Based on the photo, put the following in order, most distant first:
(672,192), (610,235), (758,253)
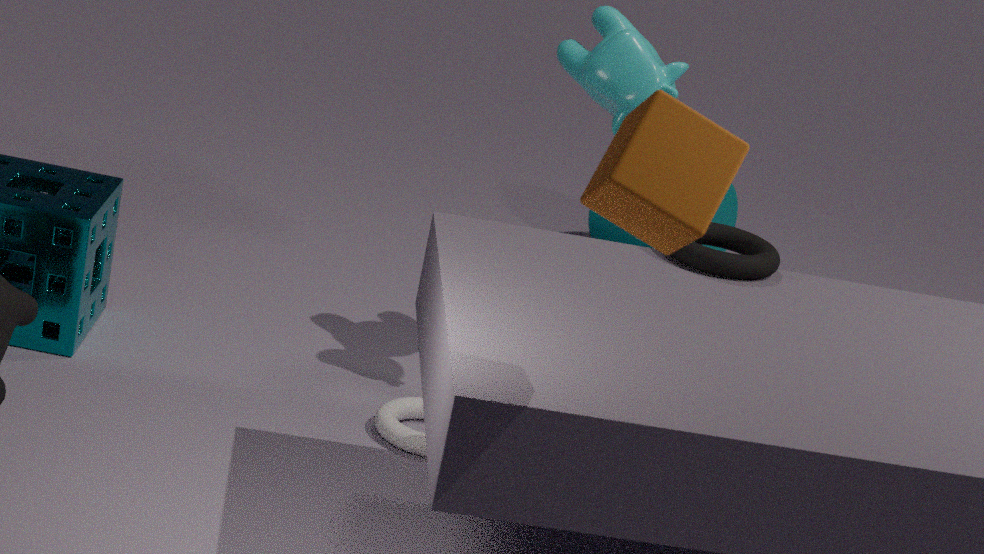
(610,235) → (758,253) → (672,192)
